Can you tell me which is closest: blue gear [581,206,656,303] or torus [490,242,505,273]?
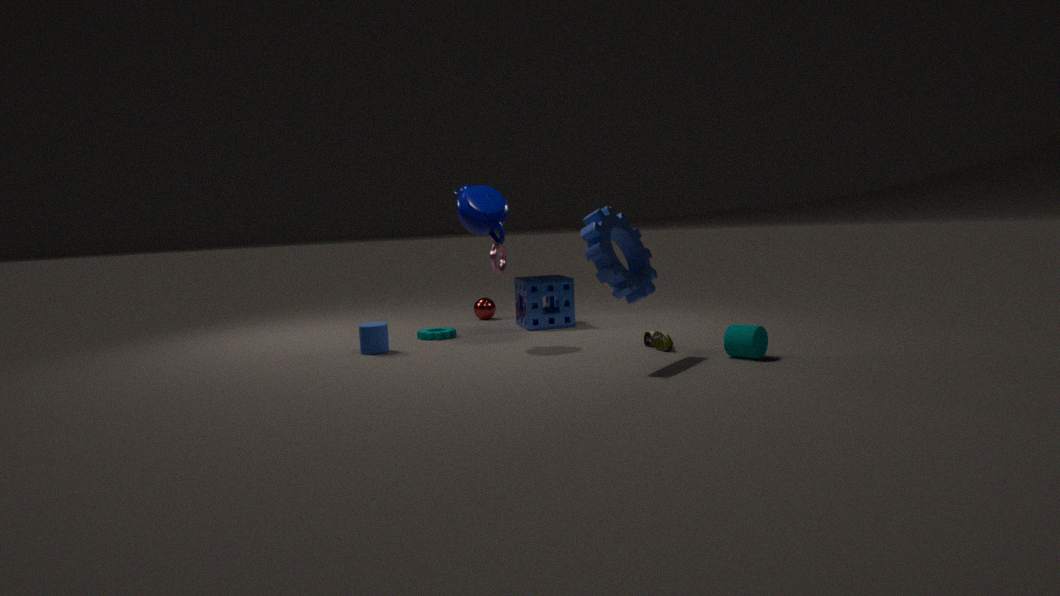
blue gear [581,206,656,303]
